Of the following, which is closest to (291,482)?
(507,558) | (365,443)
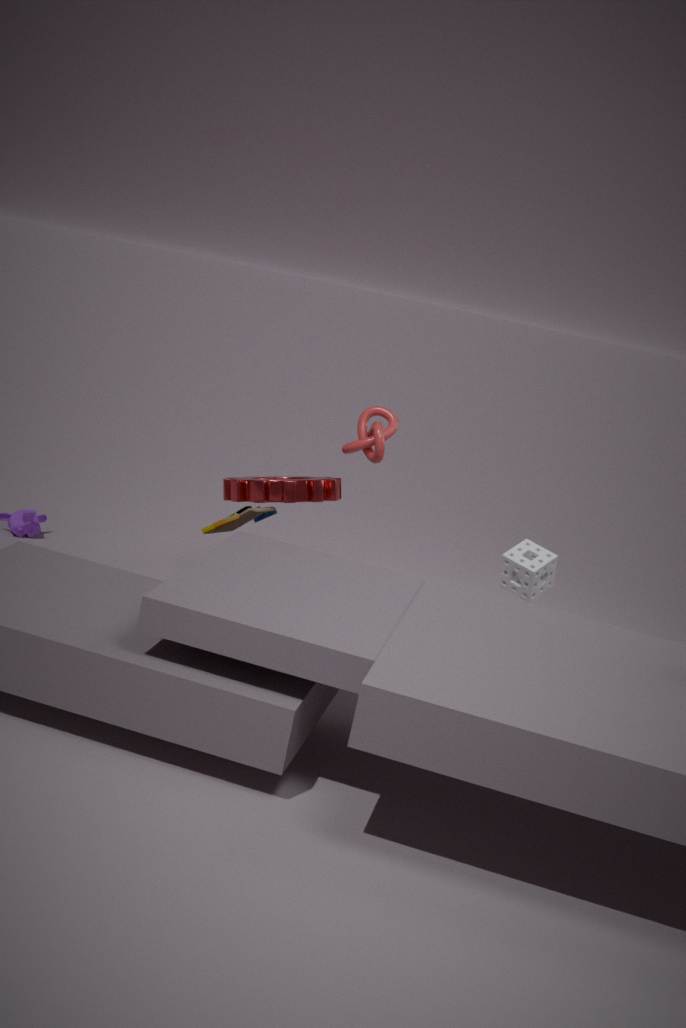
(365,443)
